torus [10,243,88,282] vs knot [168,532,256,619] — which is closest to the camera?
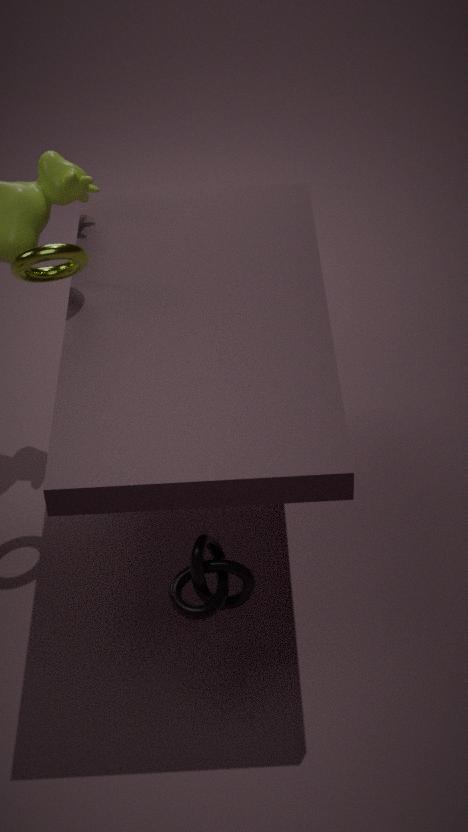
knot [168,532,256,619]
